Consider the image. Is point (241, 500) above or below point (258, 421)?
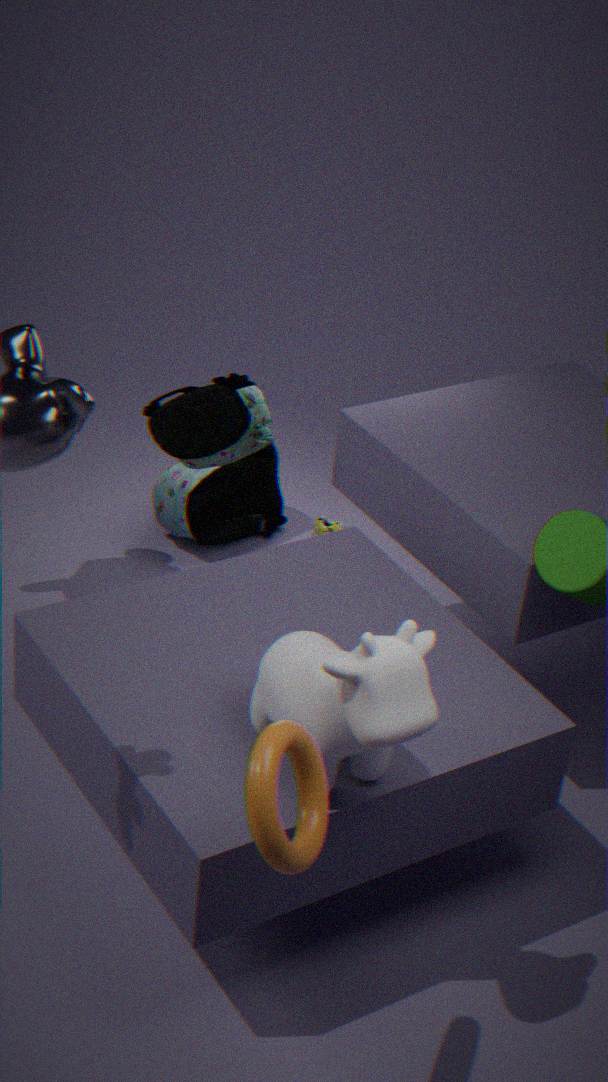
below
